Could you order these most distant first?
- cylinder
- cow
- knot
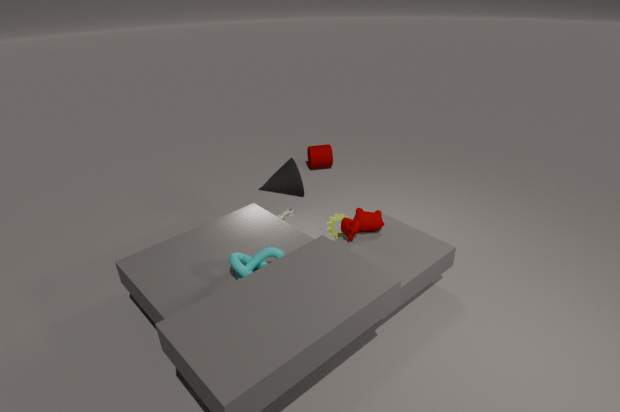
cylinder → cow → knot
